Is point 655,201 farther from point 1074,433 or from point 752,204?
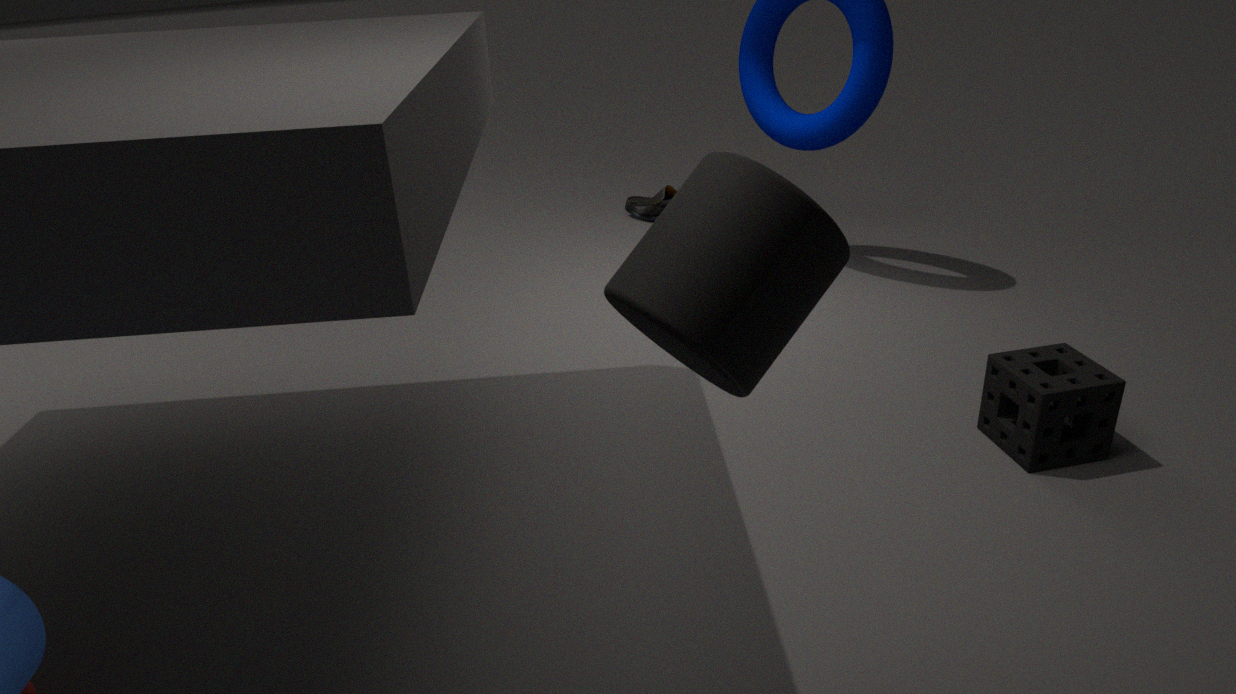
point 752,204
